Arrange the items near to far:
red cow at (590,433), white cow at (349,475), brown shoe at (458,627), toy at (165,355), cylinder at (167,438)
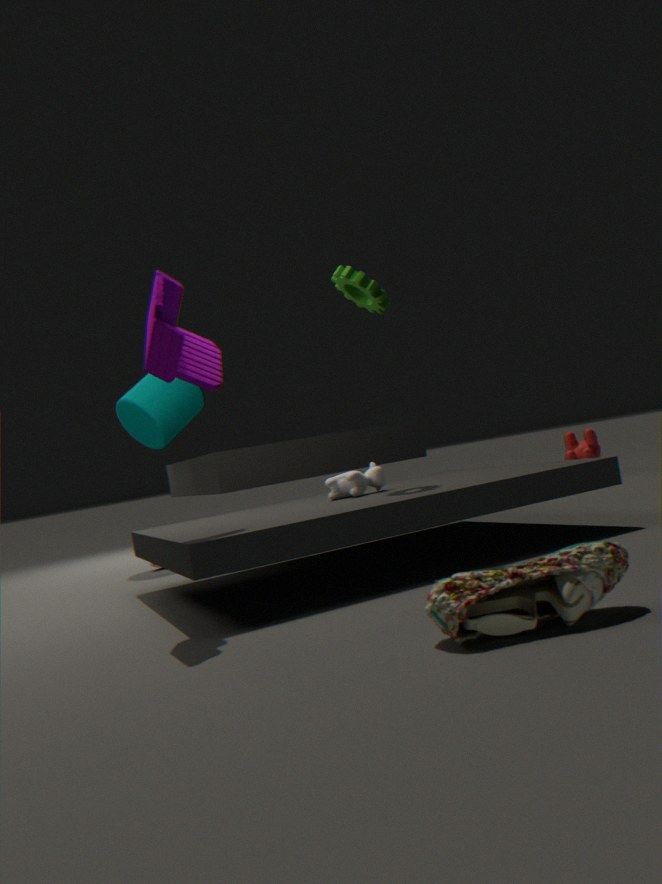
1. brown shoe at (458,627)
2. toy at (165,355)
3. white cow at (349,475)
4. cylinder at (167,438)
5. red cow at (590,433)
